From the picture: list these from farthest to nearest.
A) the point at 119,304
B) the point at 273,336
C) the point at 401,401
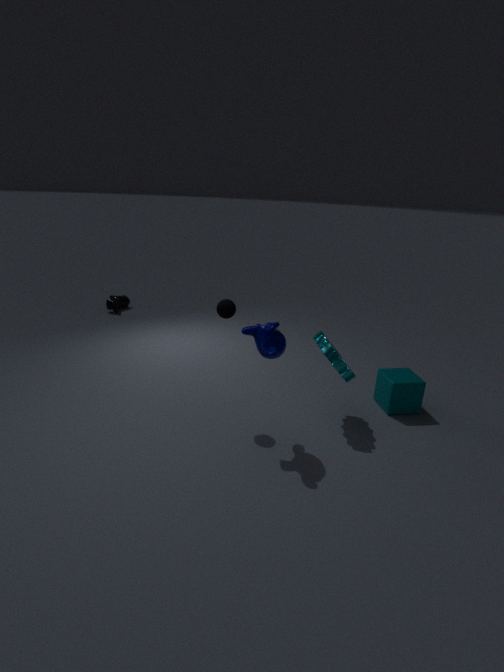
the point at 119,304 < the point at 401,401 < the point at 273,336
